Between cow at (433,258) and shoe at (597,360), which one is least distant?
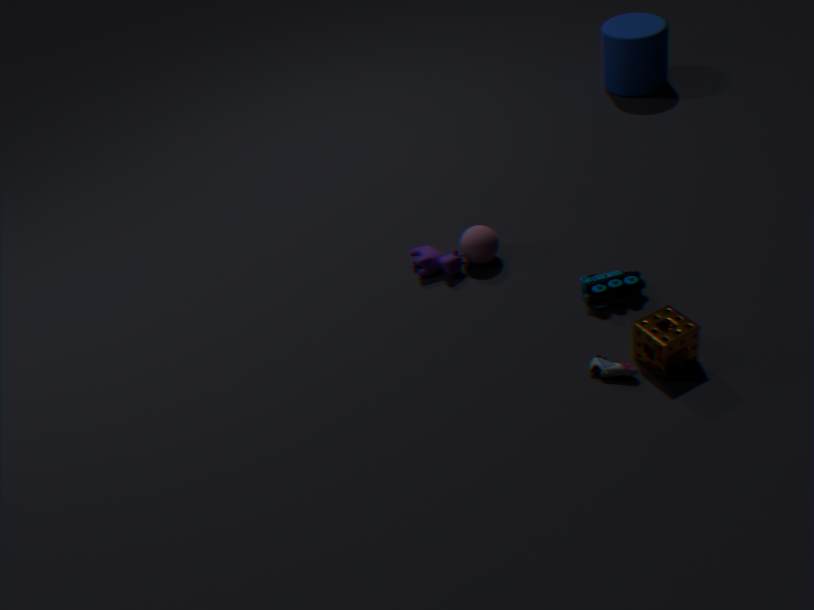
shoe at (597,360)
